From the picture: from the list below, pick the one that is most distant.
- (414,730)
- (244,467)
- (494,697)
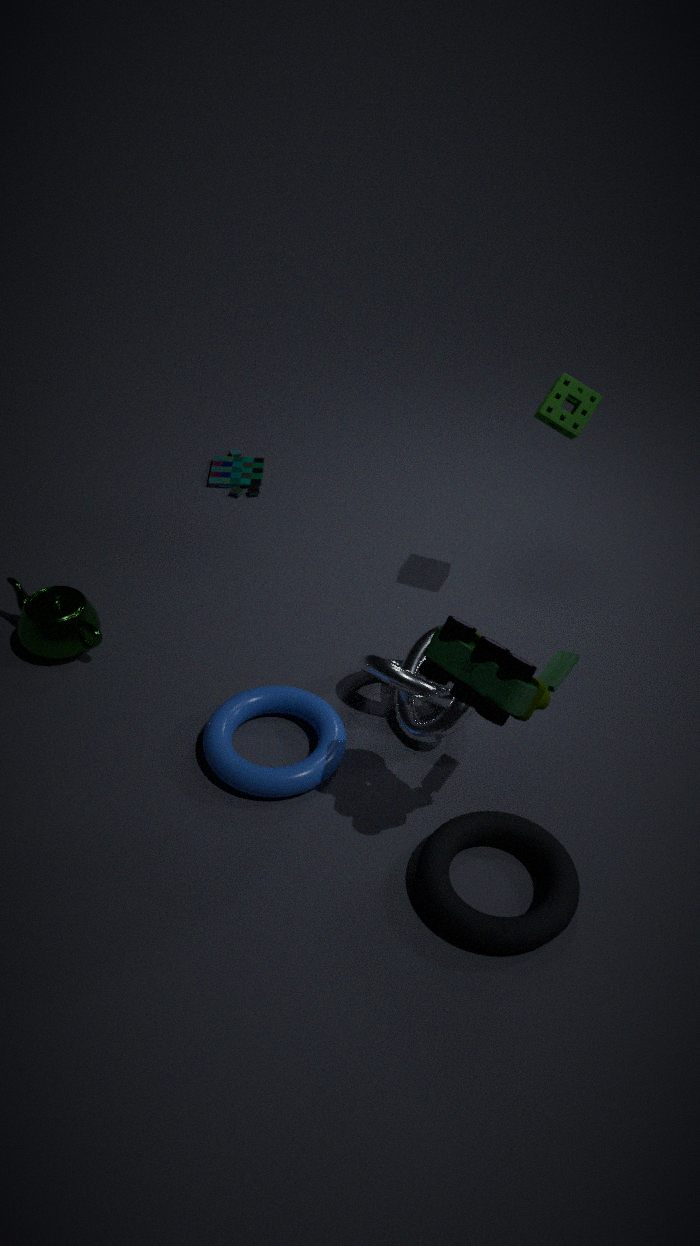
(244,467)
